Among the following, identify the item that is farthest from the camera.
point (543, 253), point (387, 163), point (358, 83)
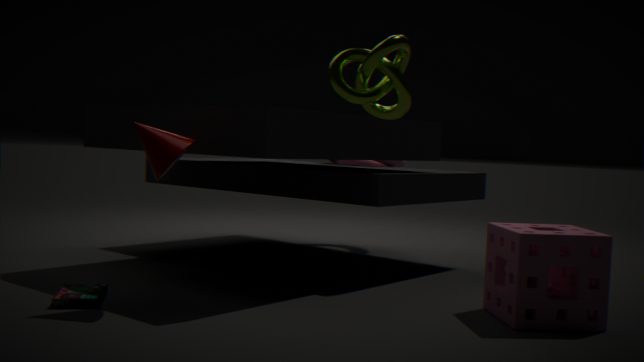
point (387, 163)
